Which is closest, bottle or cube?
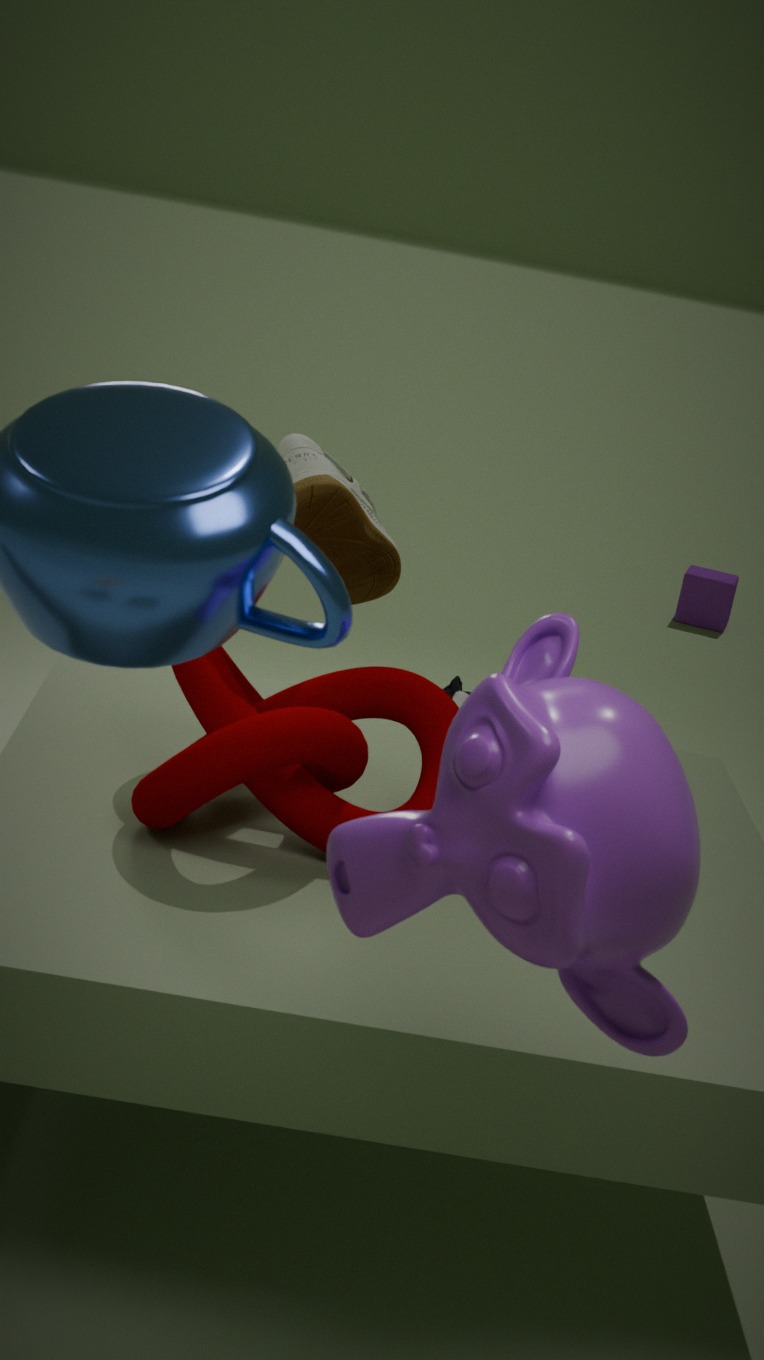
bottle
